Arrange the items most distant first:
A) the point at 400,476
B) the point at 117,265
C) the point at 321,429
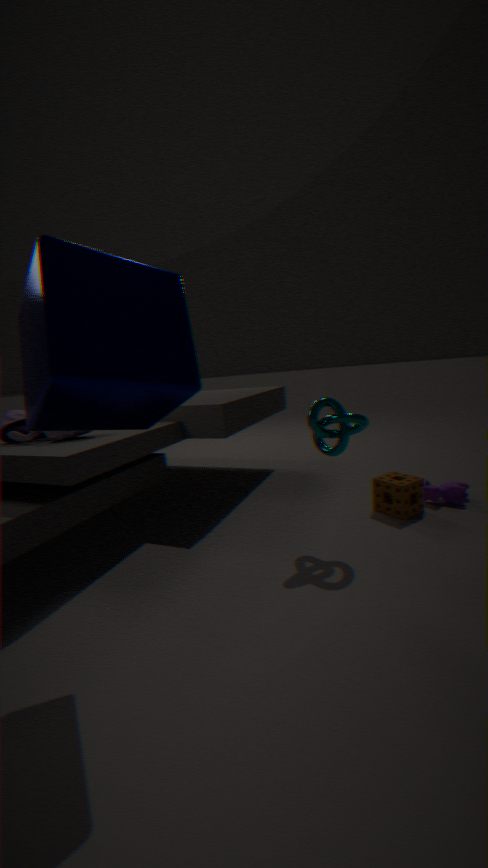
the point at 400,476 < the point at 321,429 < the point at 117,265
